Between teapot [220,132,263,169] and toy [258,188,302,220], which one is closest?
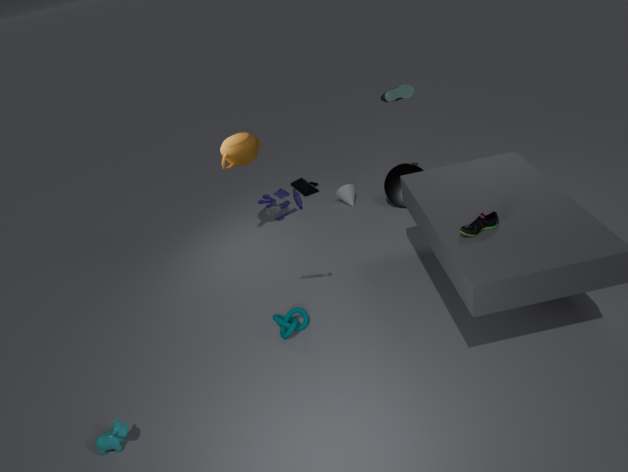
toy [258,188,302,220]
